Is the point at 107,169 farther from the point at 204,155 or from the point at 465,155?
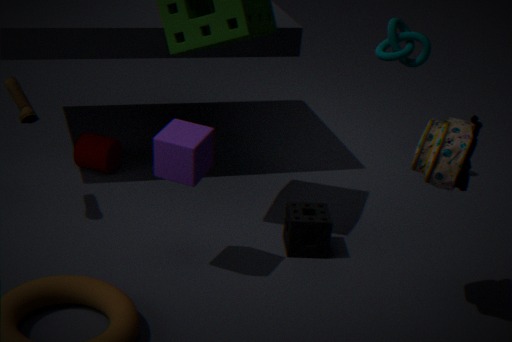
the point at 465,155
